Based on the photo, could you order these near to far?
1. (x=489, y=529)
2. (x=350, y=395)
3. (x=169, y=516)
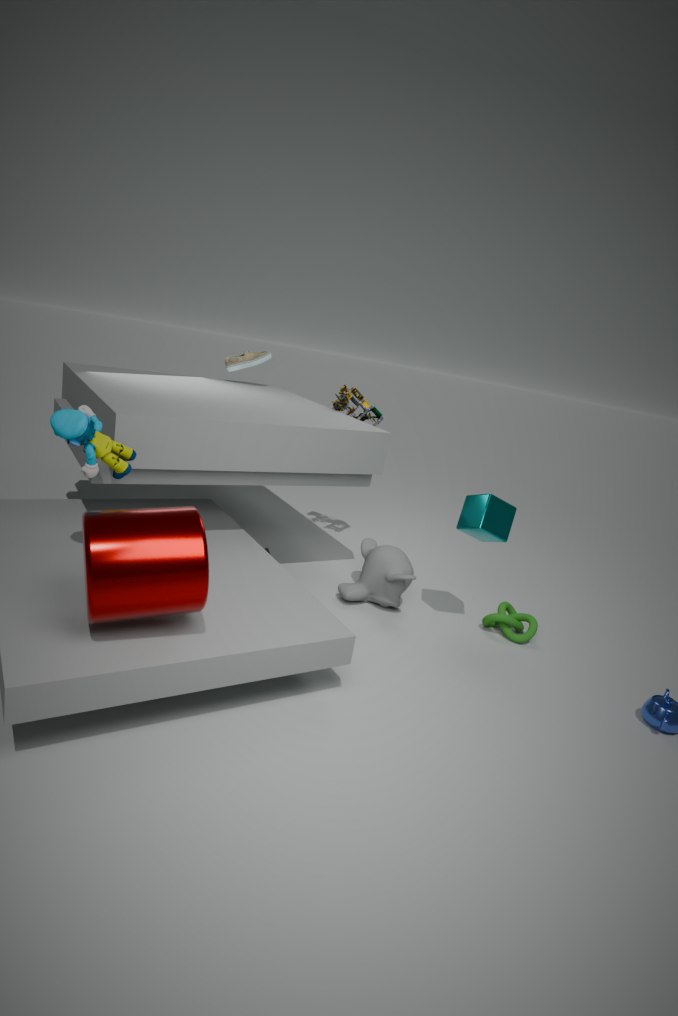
(x=169, y=516)
(x=489, y=529)
(x=350, y=395)
